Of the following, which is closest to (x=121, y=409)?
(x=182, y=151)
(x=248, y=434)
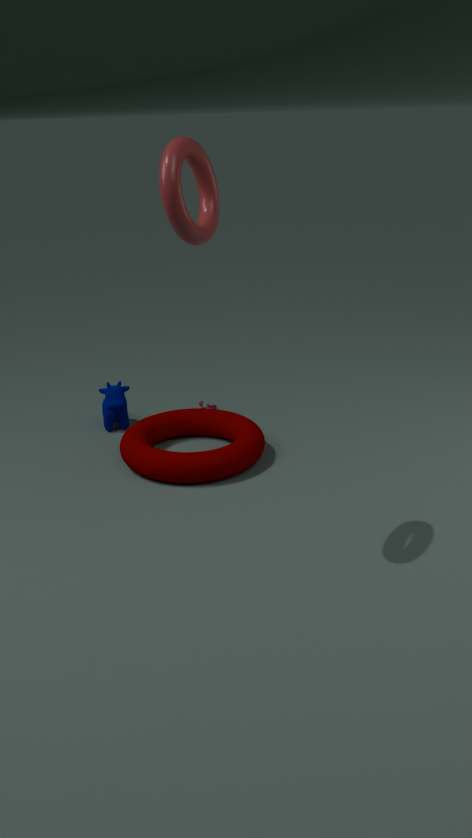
(x=248, y=434)
